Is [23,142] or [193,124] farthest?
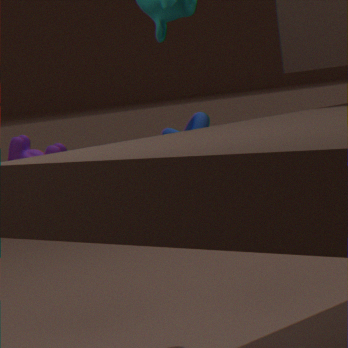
[193,124]
